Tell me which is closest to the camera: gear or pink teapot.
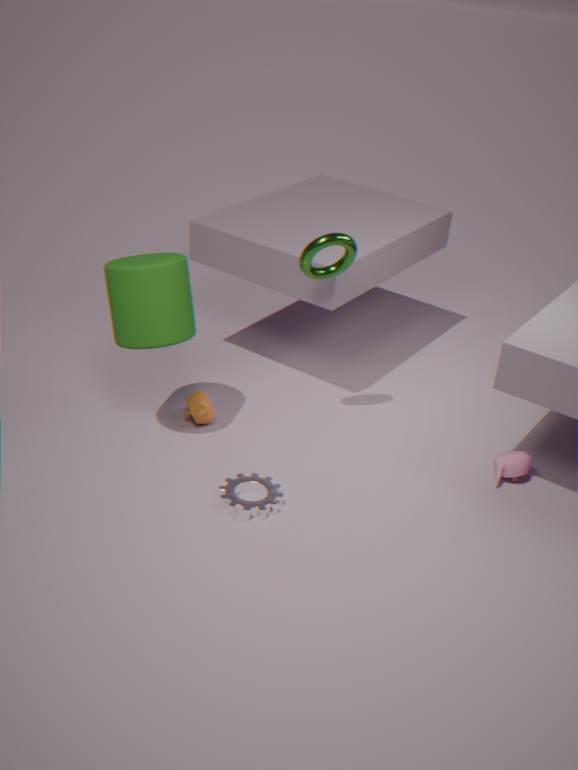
gear
